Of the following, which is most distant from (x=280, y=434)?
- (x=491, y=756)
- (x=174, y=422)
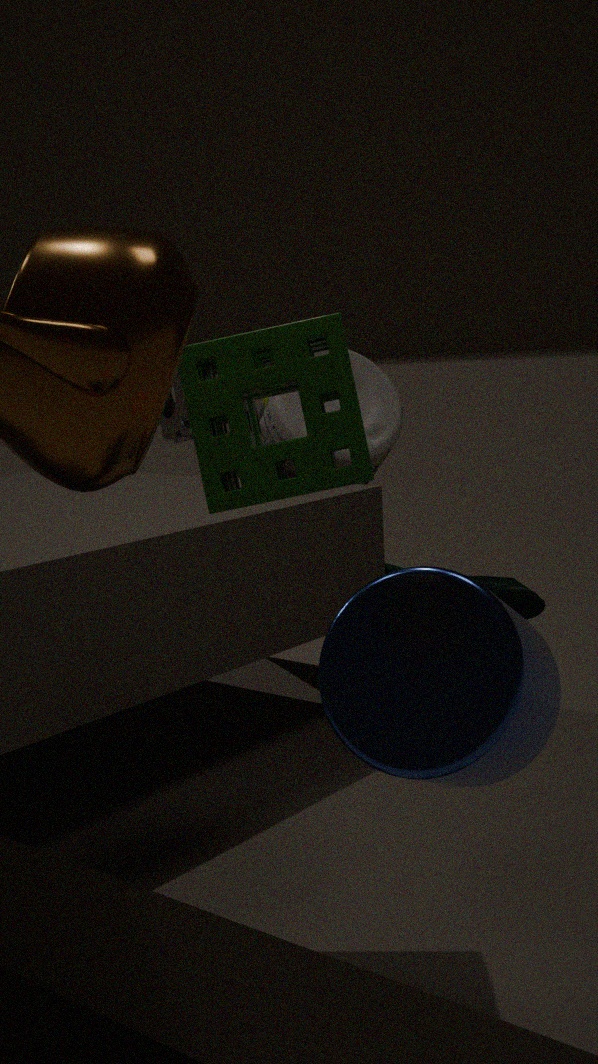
(x=491, y=756)
